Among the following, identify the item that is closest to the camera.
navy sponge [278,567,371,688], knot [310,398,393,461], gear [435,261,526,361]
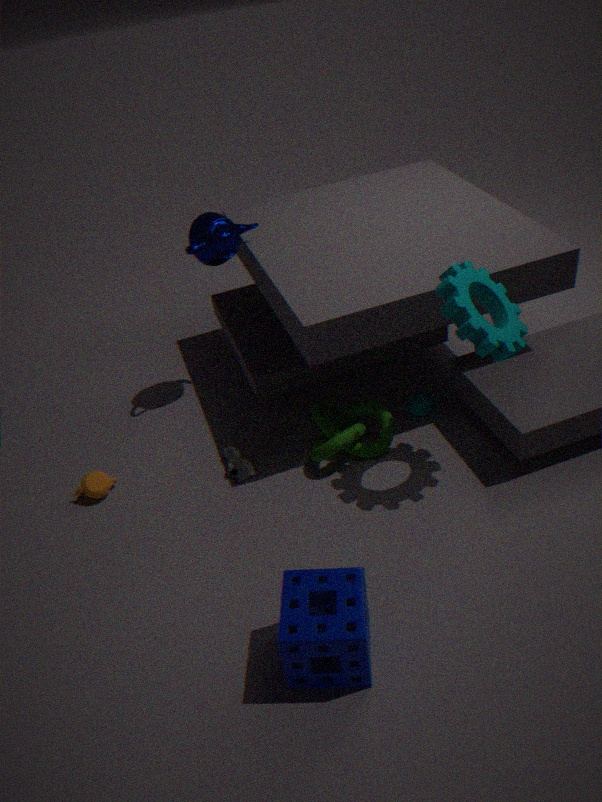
navy sponge [278,567,371,688]
